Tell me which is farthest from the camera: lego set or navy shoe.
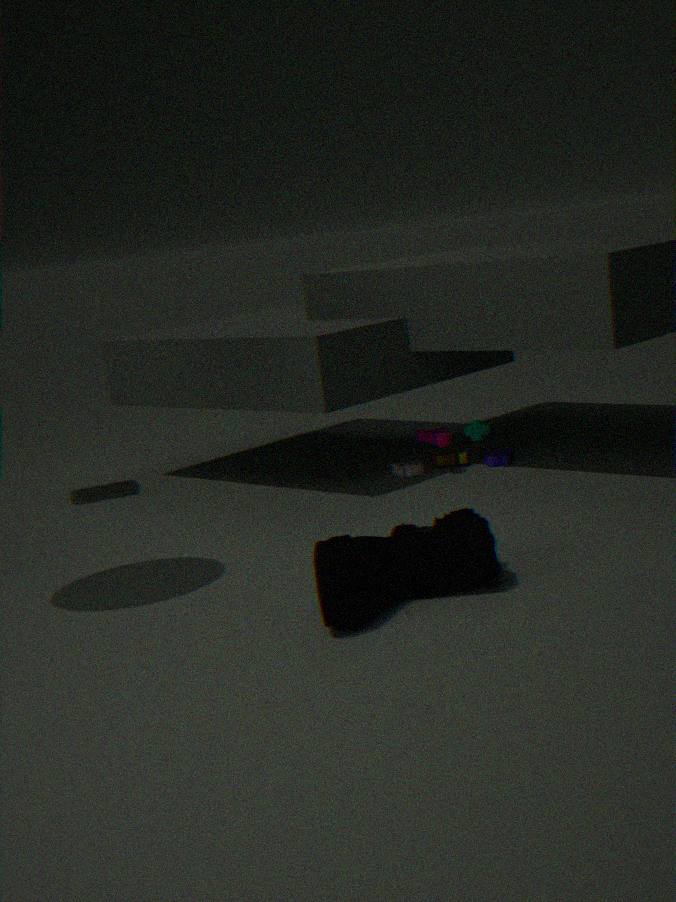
lego set
